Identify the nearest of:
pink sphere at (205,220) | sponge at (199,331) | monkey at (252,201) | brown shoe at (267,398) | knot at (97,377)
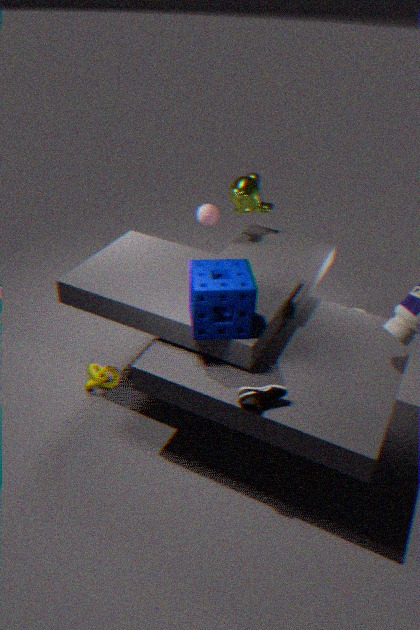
brown shoe at (267,398)
